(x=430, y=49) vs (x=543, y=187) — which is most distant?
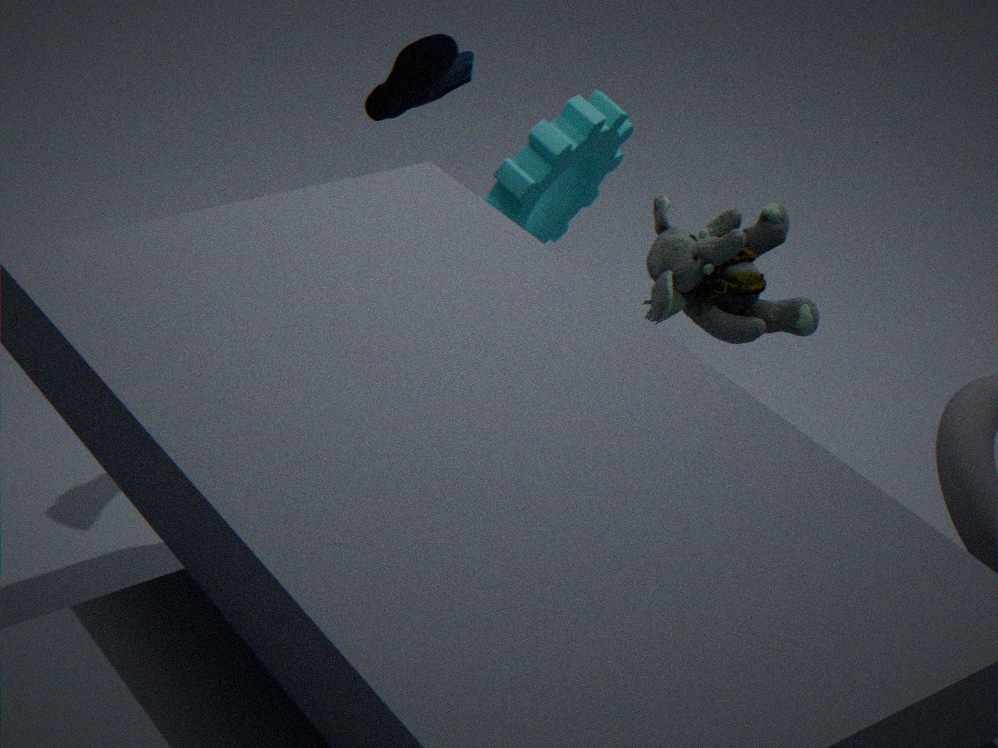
(x=543, y=187)
